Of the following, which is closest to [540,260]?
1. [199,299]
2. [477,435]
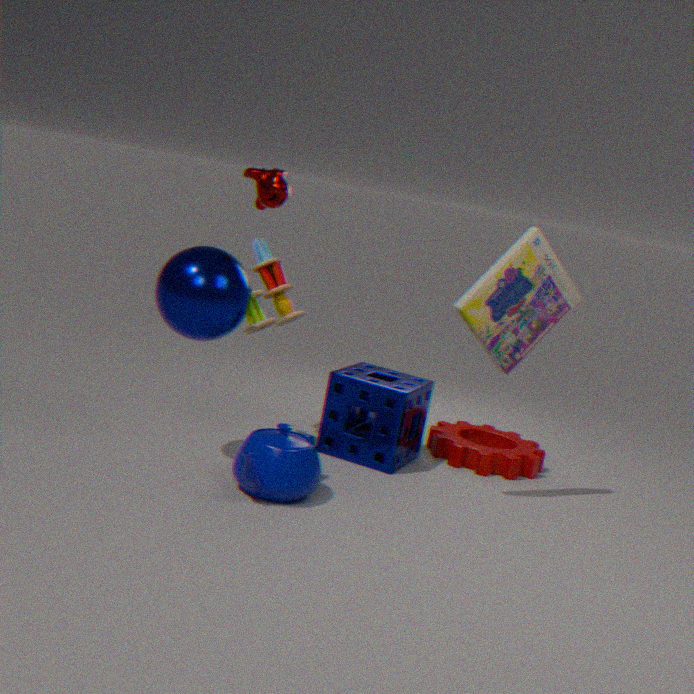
[477,435]
